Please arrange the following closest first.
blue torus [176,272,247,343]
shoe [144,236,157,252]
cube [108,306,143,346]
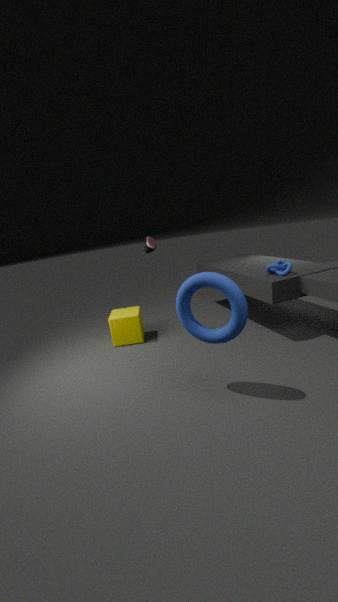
blue torus [176,272,247,343] → shoe [144,236,157,252] → cube [108,306,143,346]
